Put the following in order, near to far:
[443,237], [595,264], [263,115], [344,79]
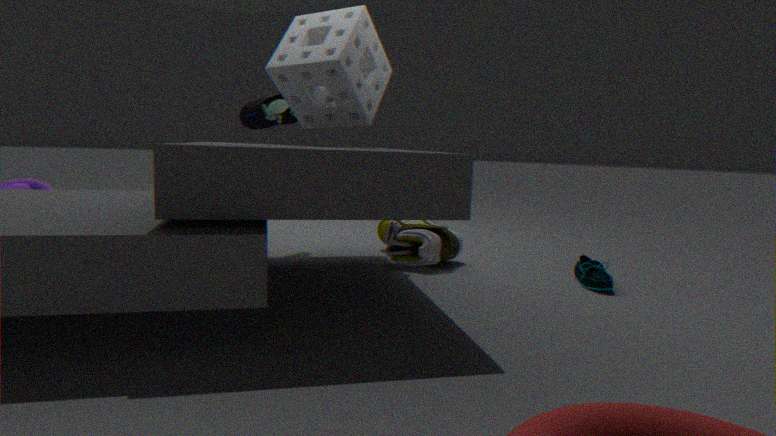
[595,264]
[344,79]
[443,237]
[263,115]
